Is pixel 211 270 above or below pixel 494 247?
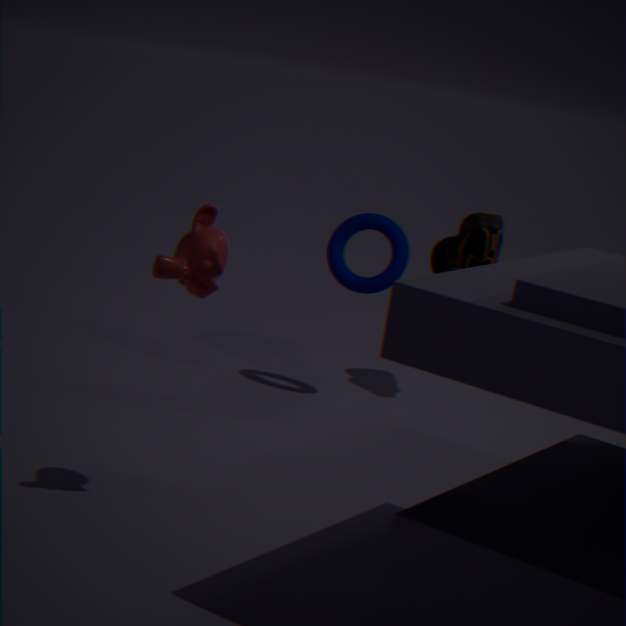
above
